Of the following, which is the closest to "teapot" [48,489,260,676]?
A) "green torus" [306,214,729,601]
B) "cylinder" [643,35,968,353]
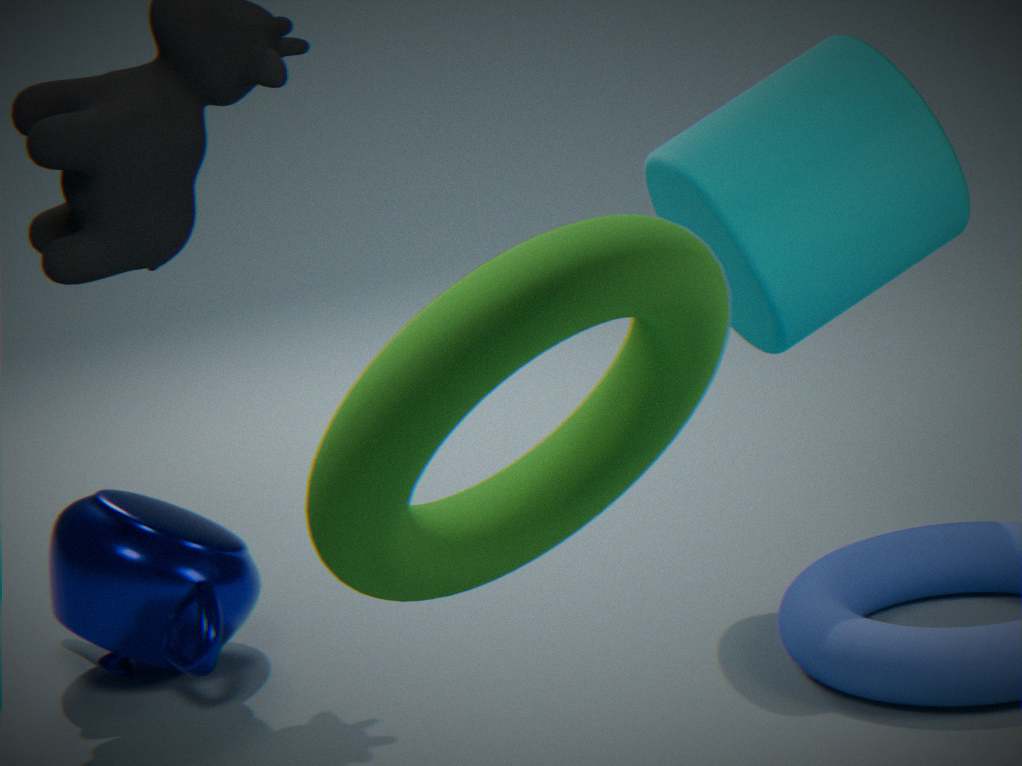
"cylinder" [643,35,968,353]
